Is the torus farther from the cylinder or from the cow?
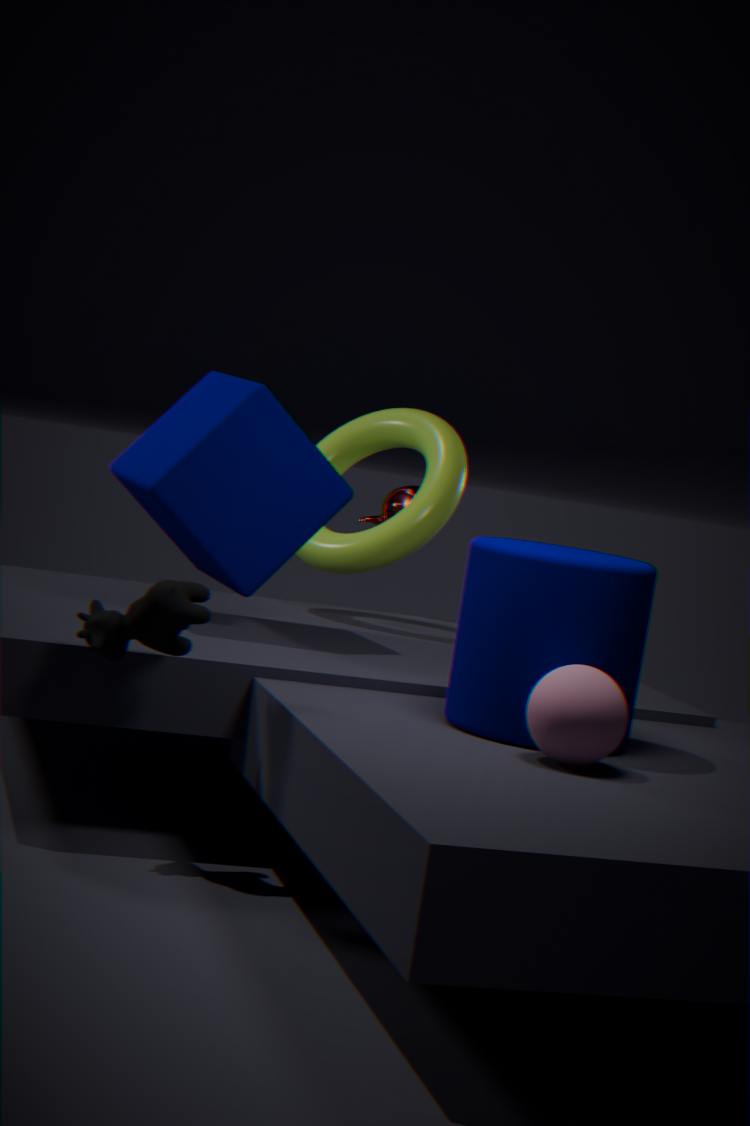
the cow
